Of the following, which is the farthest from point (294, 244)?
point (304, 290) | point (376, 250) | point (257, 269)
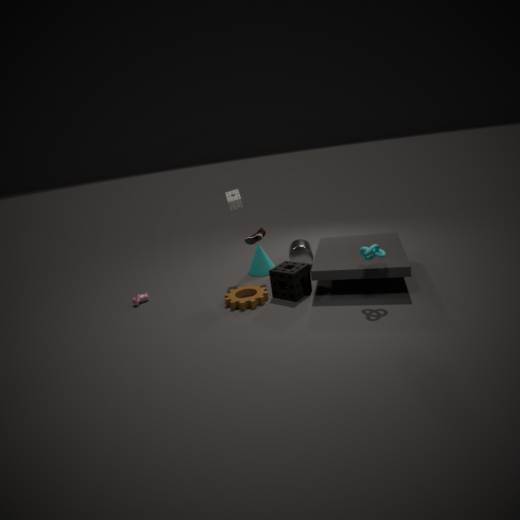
point (376, 250)
